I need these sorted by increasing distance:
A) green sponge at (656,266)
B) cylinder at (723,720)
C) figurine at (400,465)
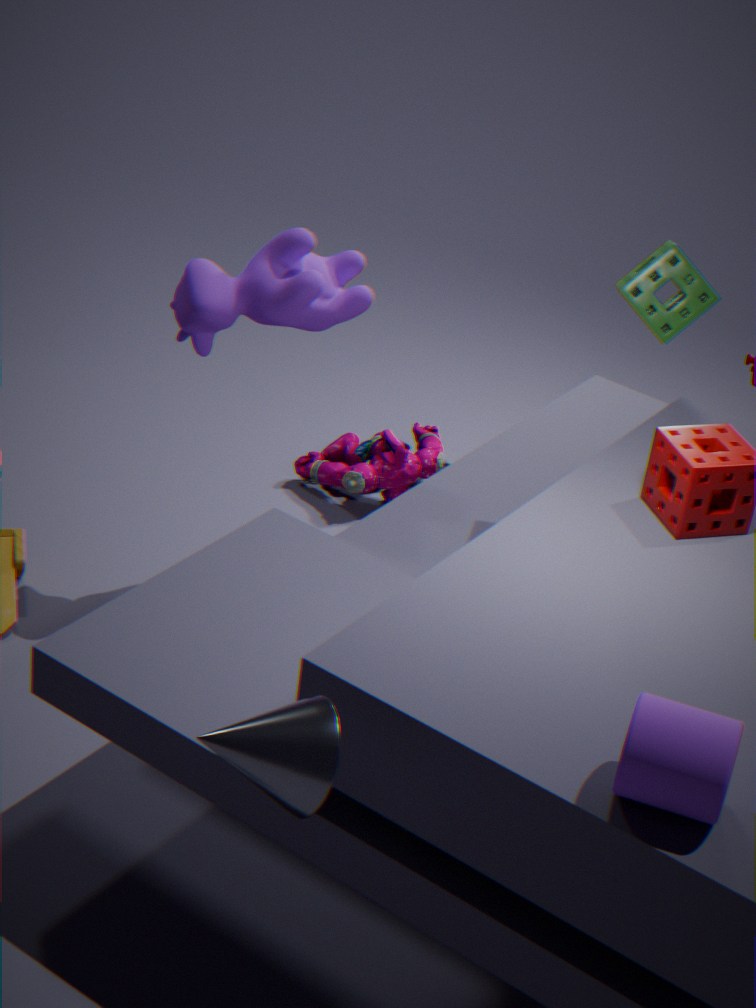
cylinder at (723,720)
green sponge at (656,266)
figurine at (400,465)
